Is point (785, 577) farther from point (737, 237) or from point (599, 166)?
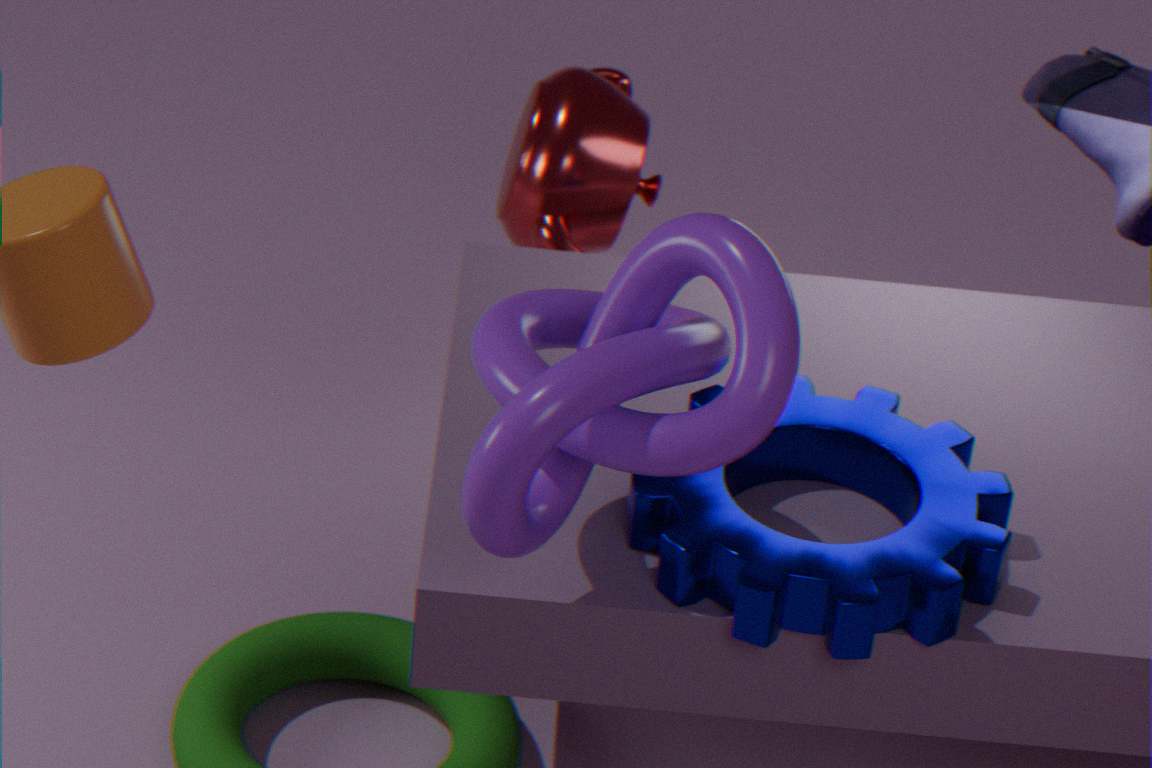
point (599, 166)
